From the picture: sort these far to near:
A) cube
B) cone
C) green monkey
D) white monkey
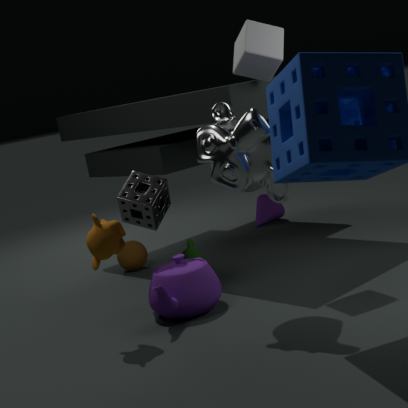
cone, green monkey, cube, white monkey
